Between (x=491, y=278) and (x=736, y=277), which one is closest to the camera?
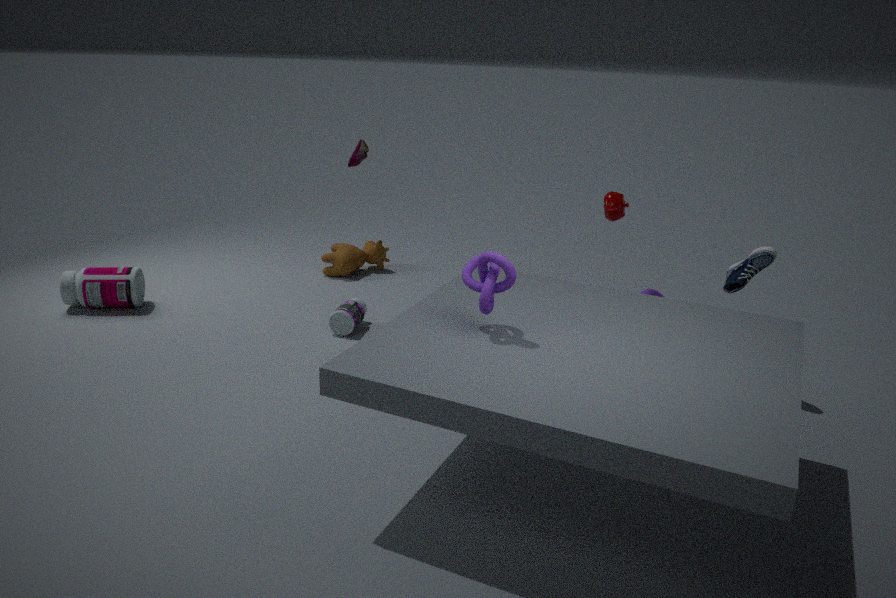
(x=491, y=278)
